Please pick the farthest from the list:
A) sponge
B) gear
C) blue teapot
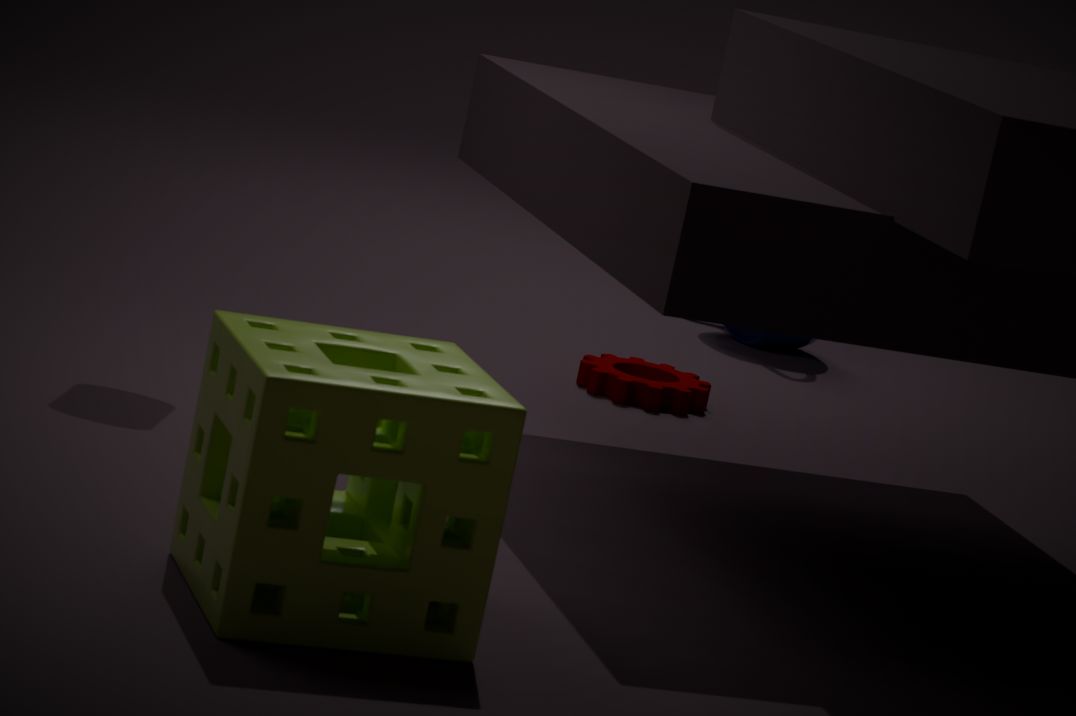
blue teapot
